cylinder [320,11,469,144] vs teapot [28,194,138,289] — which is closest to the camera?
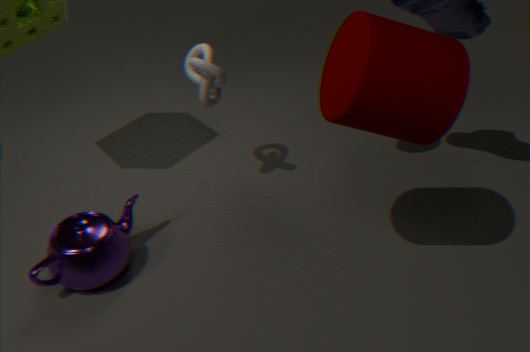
cylinder [320,11,469,144]
